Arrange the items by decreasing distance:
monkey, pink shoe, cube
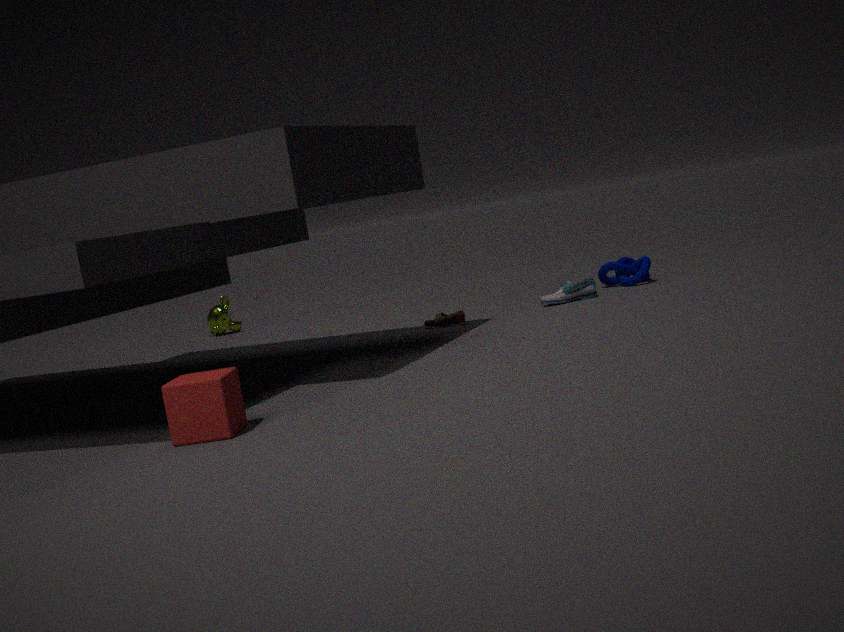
1. monkey
2. pink shoe
3. cube
